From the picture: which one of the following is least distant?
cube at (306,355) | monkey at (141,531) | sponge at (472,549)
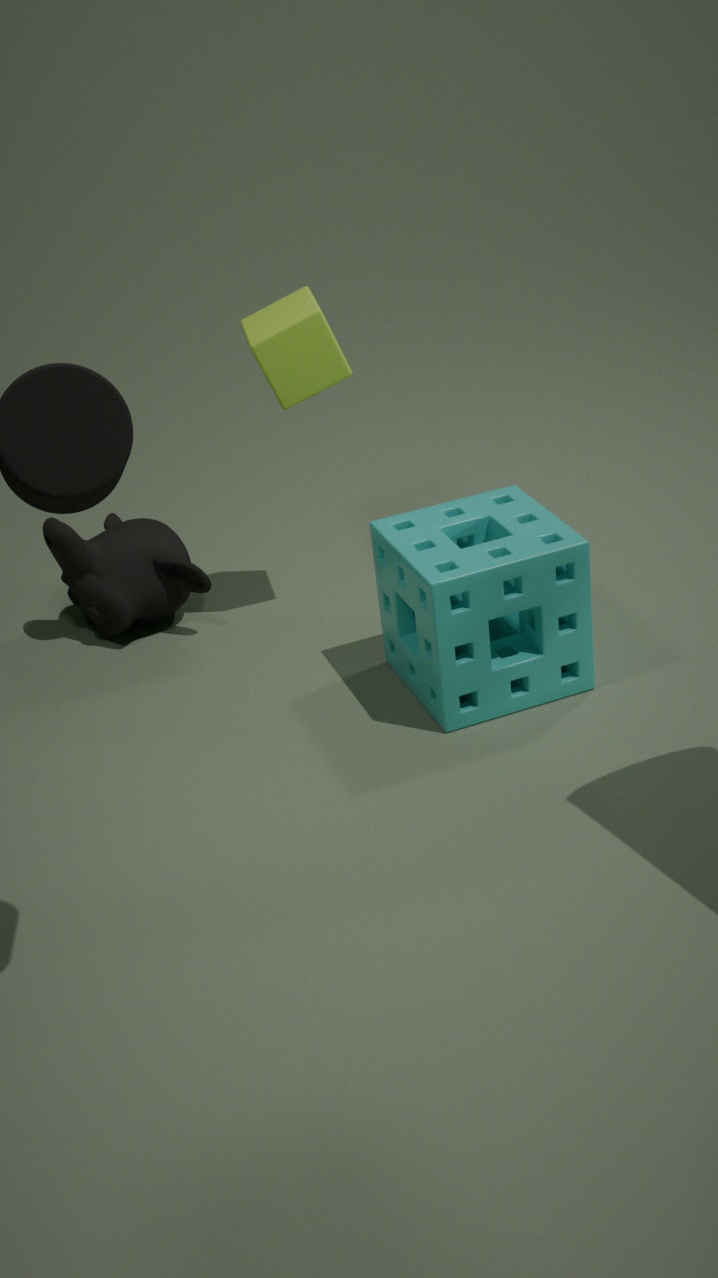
sponge at (472,549)
